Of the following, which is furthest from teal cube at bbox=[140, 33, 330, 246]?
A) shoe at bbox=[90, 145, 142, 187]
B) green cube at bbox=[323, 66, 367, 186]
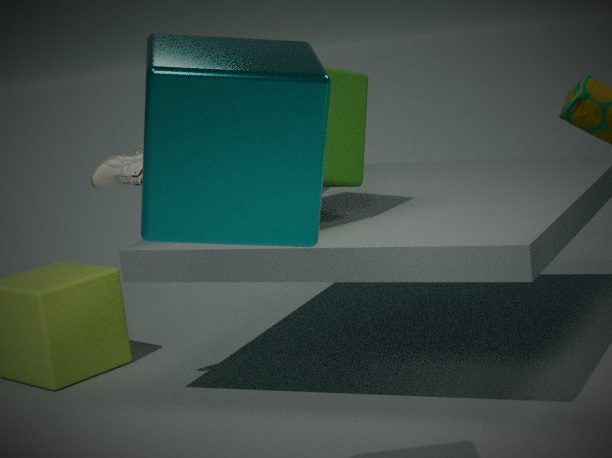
shoe at bbox=[90, 145, 142, 187]
